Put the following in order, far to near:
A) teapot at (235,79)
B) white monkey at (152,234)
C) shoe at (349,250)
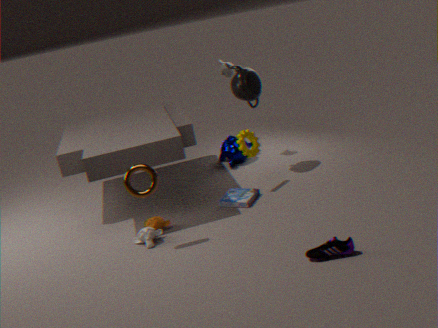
teapot at (235,79), white monkey at (152,234), shoe at (349,250)
